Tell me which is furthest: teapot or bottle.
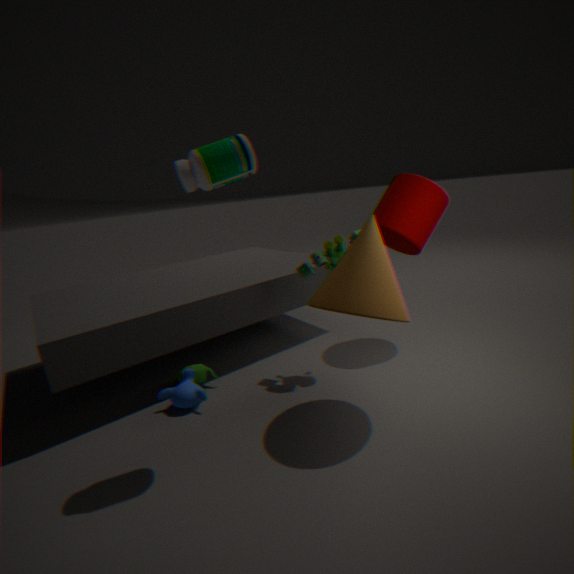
teapot
